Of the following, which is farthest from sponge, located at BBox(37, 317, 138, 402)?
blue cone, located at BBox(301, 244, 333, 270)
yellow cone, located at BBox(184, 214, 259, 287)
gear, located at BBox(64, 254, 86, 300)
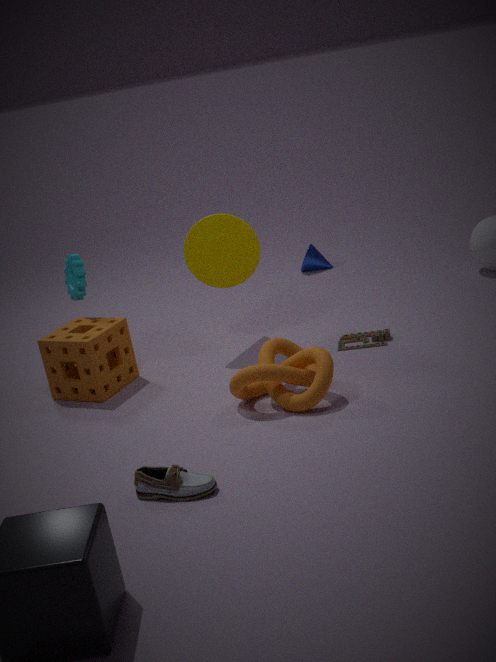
blue cone, located at BBox(301, 244, 333, 270)
